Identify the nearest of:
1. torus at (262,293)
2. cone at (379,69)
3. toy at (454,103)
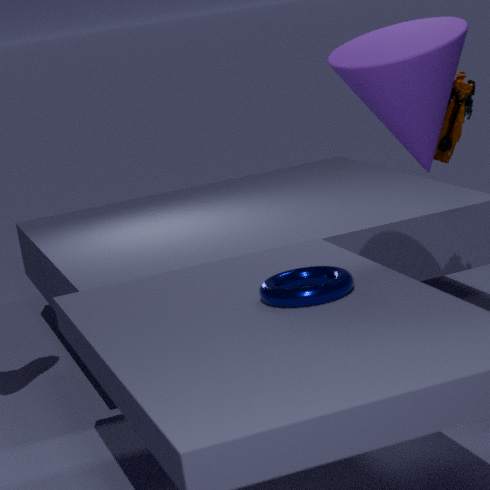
torus at (262,293)
